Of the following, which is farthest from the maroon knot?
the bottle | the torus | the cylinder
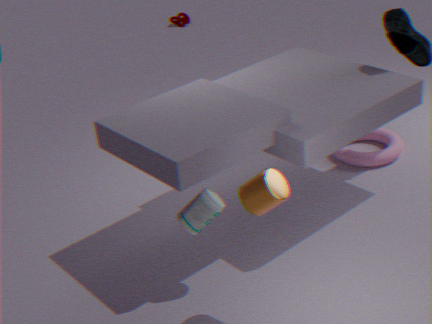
the cylinder
